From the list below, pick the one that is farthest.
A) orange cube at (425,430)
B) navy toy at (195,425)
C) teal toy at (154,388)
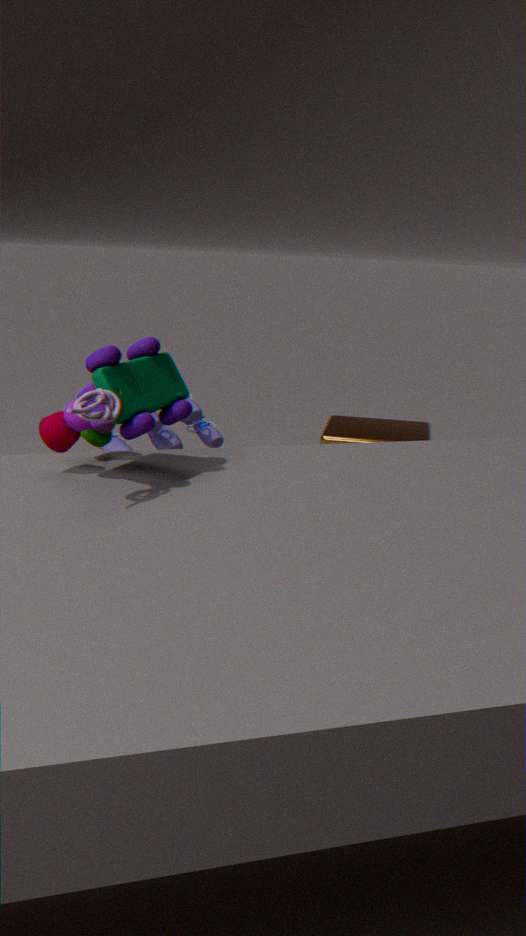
orange cube at (425,430)
